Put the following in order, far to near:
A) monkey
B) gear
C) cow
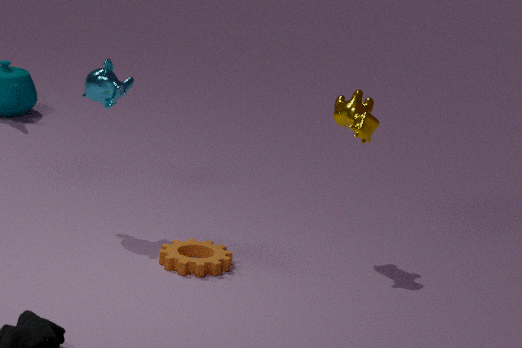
monkey
cow
gear
